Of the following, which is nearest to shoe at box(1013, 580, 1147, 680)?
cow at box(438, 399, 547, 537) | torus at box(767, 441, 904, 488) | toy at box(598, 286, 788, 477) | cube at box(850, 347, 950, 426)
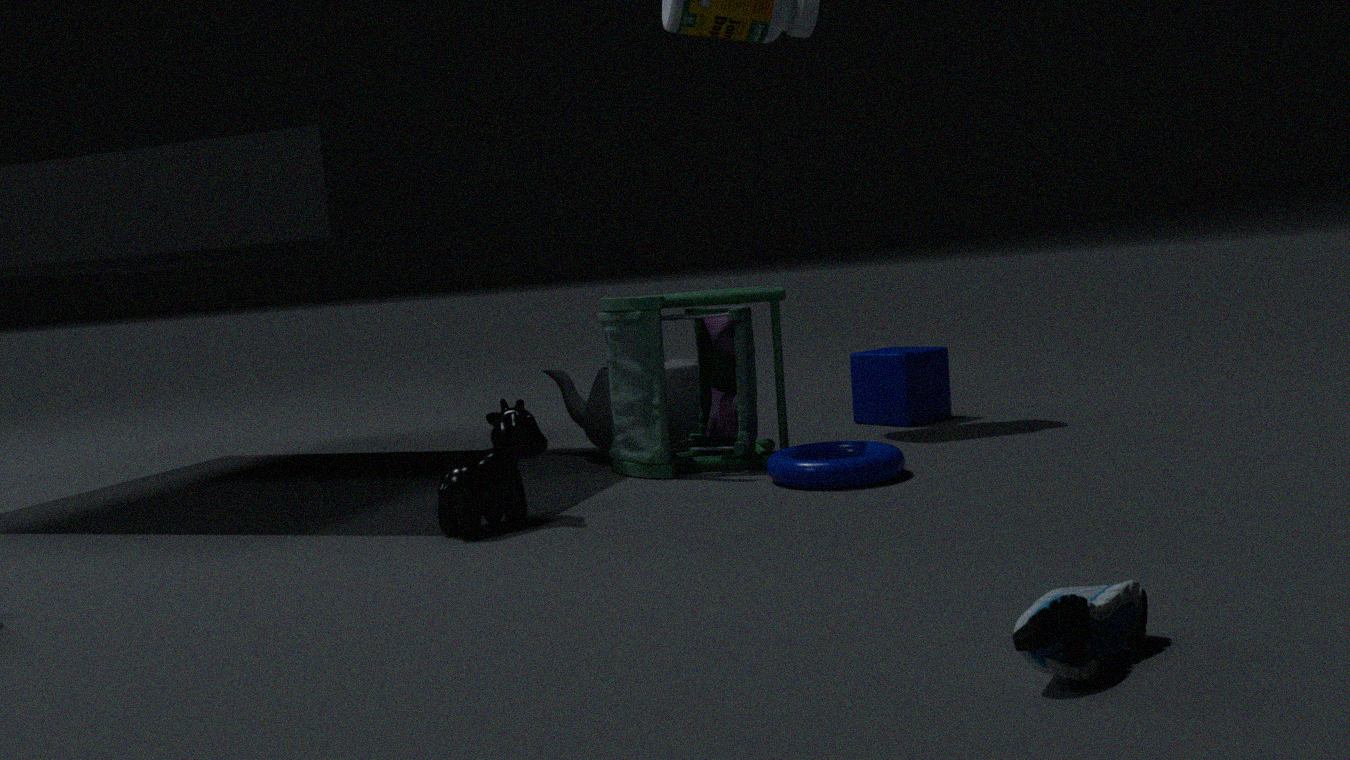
torus at box(767, 441, 904, 488)
